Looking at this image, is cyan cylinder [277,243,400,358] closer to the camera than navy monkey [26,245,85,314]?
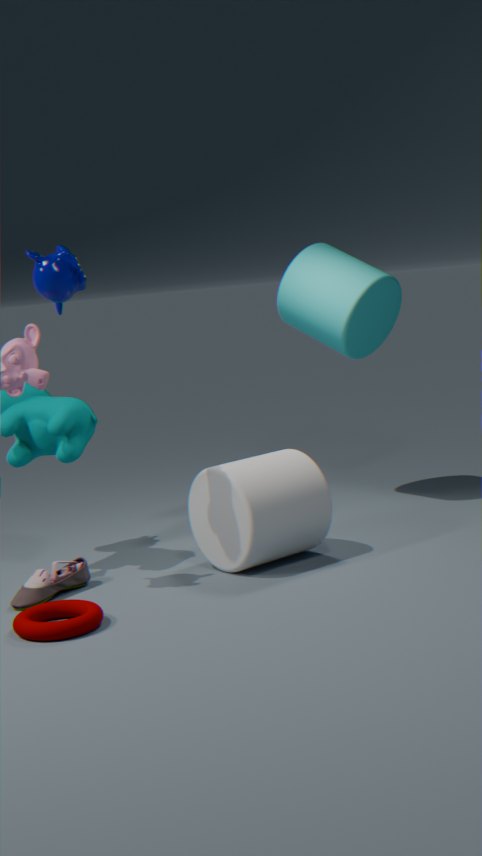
No
